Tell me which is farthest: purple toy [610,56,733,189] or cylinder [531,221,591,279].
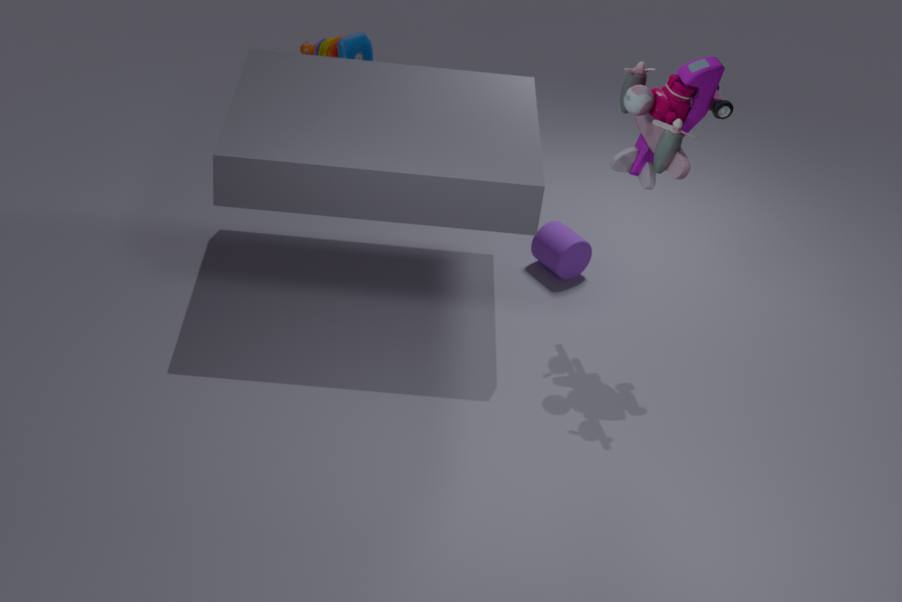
cylinder [531,221,591,279]
